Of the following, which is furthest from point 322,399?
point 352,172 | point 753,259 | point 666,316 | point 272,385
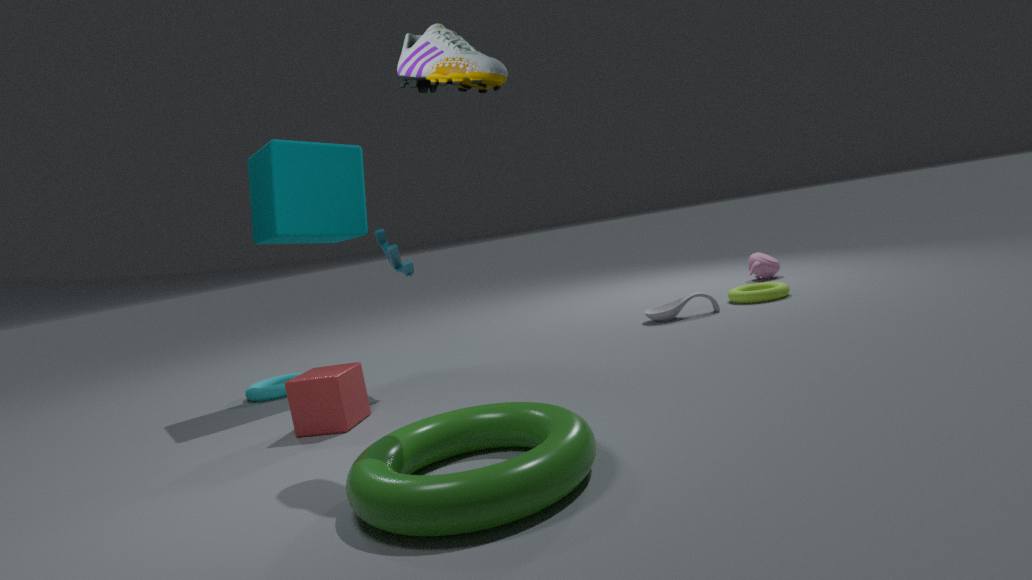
point 753,259
